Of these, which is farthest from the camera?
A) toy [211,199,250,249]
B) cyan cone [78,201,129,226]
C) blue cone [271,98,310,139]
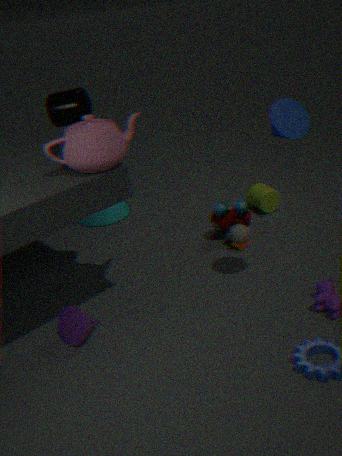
cyan cone [78,201,129,226]
